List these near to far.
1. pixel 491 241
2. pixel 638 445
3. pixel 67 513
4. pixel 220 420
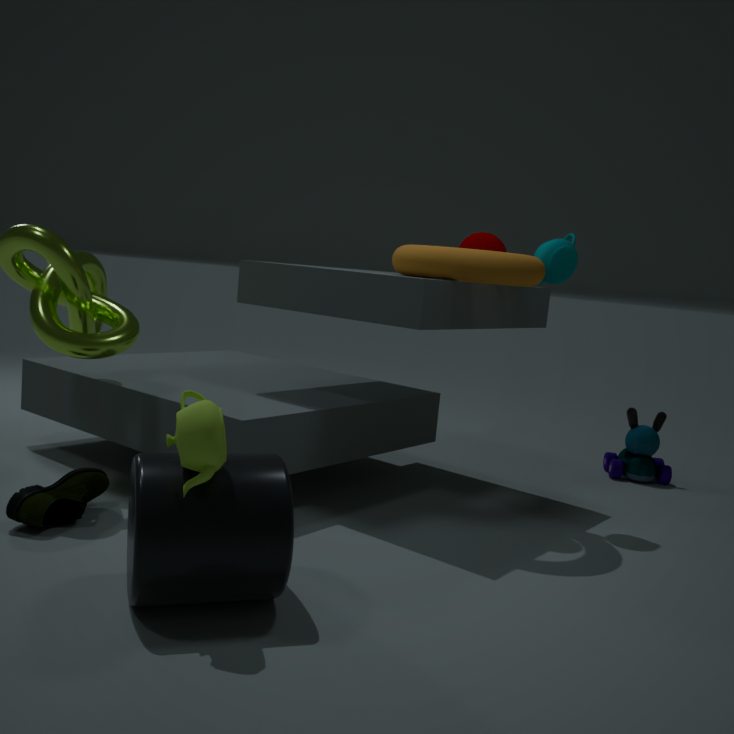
1. pixel 220 420
2. pixel 67 513
3. pixel 491 241
4. pixel 638 445
